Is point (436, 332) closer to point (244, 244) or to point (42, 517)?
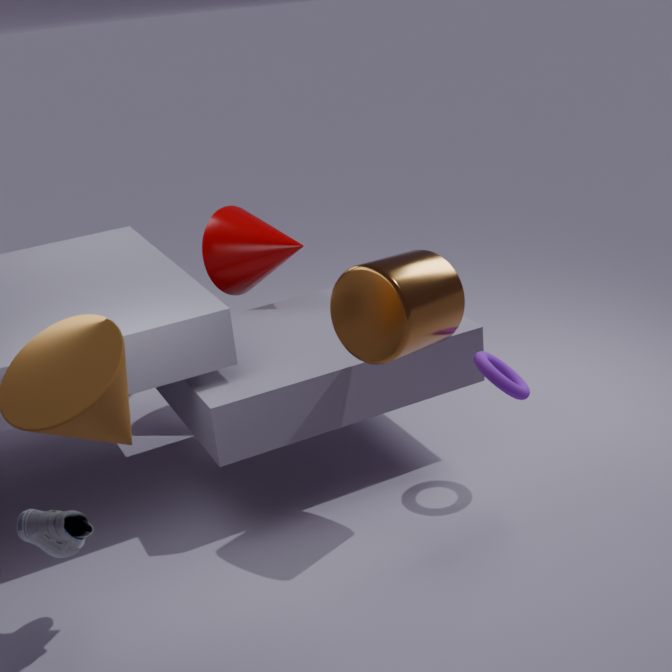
point (244, 244)
